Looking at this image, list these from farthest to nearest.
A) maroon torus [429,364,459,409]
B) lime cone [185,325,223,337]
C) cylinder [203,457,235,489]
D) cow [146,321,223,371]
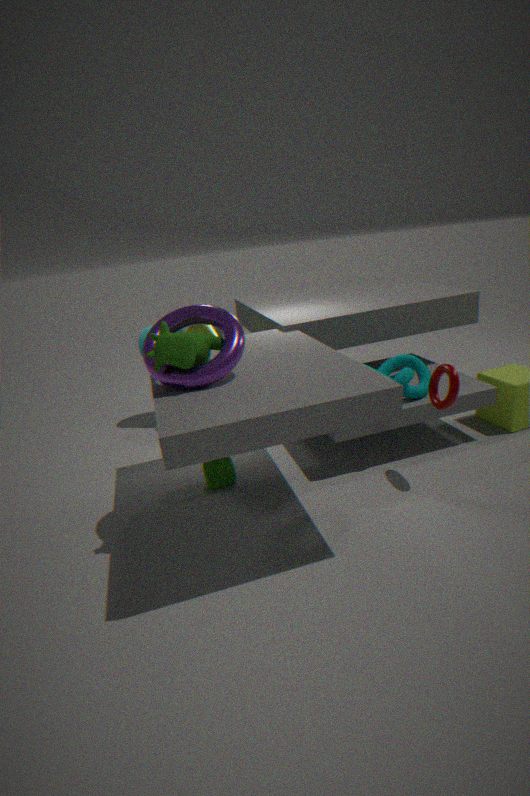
lime cone [185,325,223,337]
cylinder [203,457,235,489]
maroon torus [429,364,459,409]
cow [146,321,223,371]
